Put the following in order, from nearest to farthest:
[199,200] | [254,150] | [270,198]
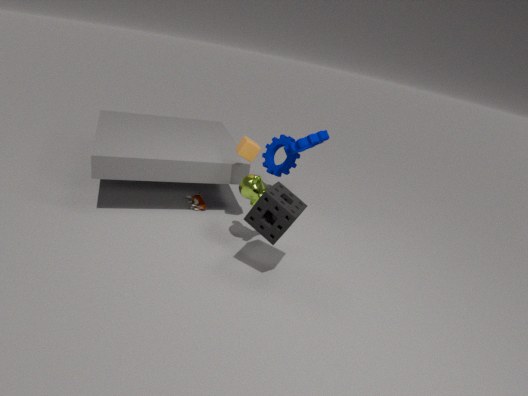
[270,198] → [254,150] → [199,200]
